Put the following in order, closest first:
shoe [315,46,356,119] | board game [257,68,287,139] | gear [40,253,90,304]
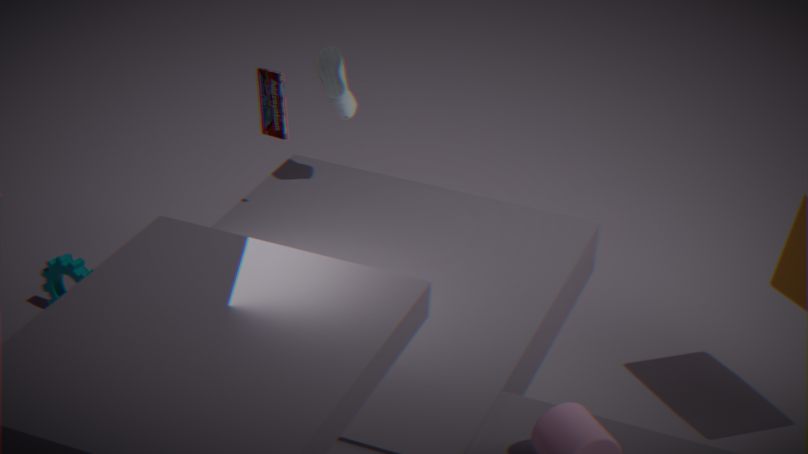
board game [257,68,287,139], shoe [315,46,356,119], gear [40,253,90,304]
